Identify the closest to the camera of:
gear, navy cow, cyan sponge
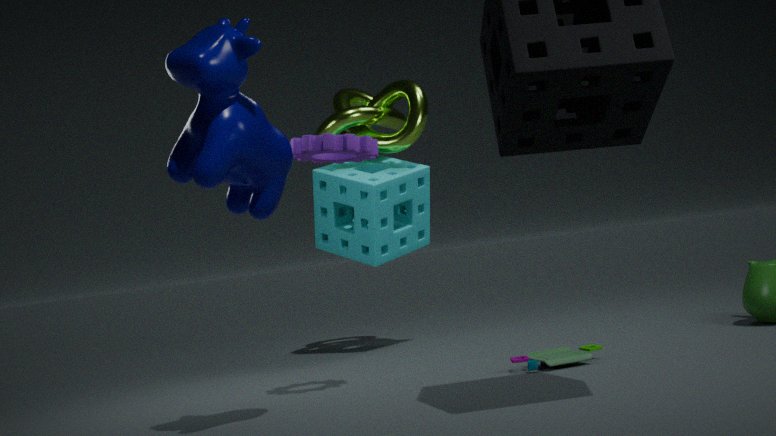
navy cow
